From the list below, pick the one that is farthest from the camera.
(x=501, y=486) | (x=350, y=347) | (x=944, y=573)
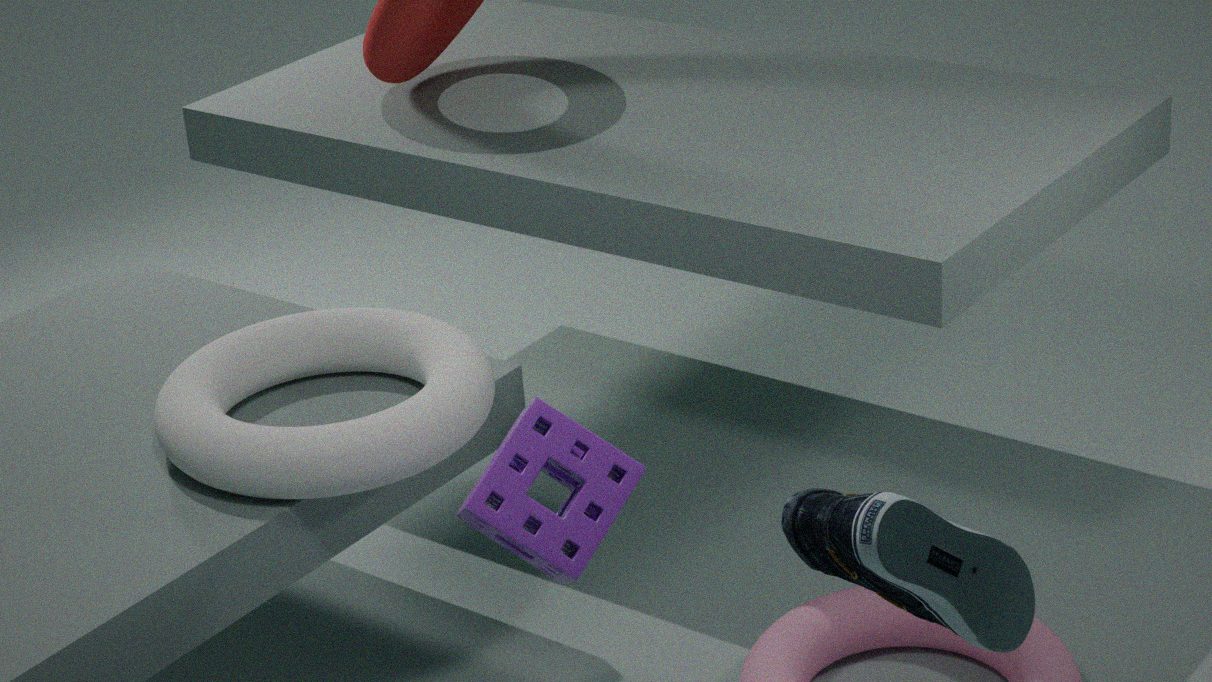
(x=350, y=347)
